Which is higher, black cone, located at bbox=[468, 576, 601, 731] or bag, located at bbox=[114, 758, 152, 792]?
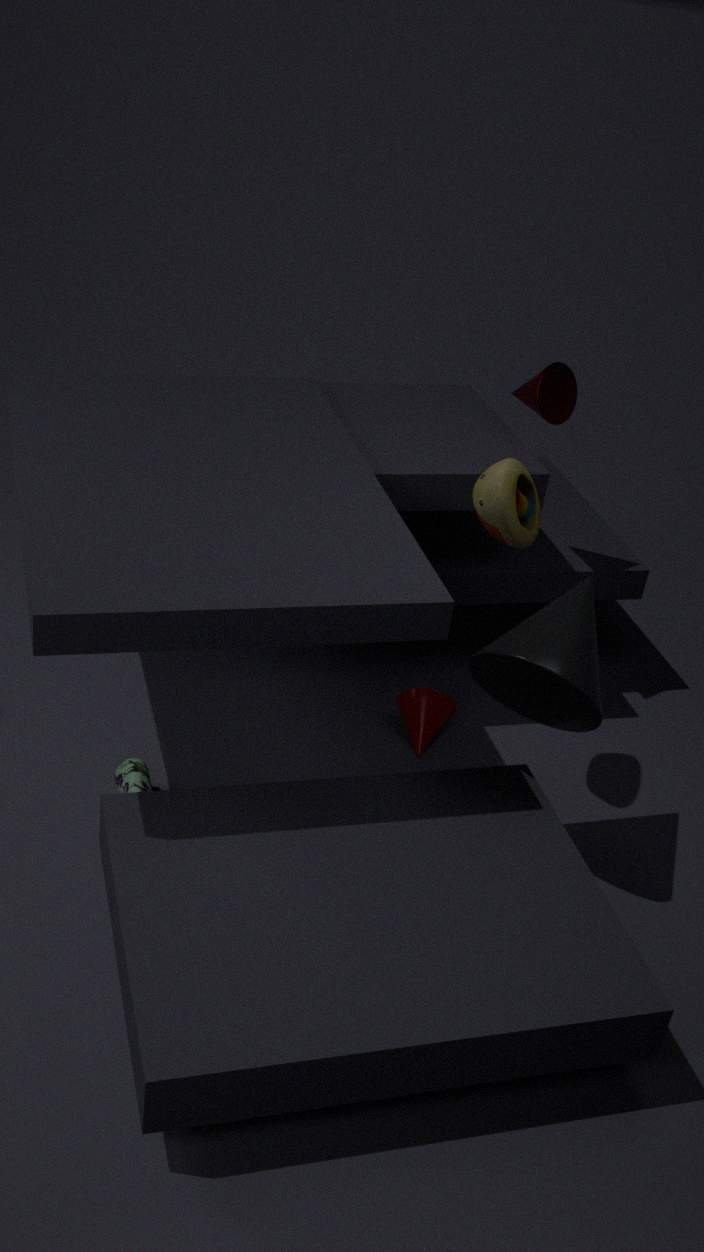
black cone, located at bbox=[468, 576, 601, 731]
